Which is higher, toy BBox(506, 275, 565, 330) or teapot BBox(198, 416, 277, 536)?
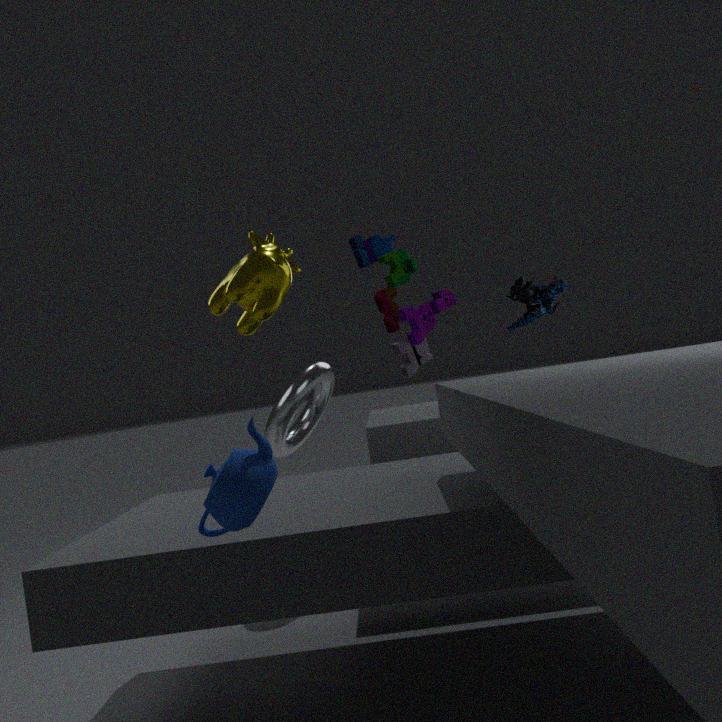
toy BBox(506, 275, 565, 330)
